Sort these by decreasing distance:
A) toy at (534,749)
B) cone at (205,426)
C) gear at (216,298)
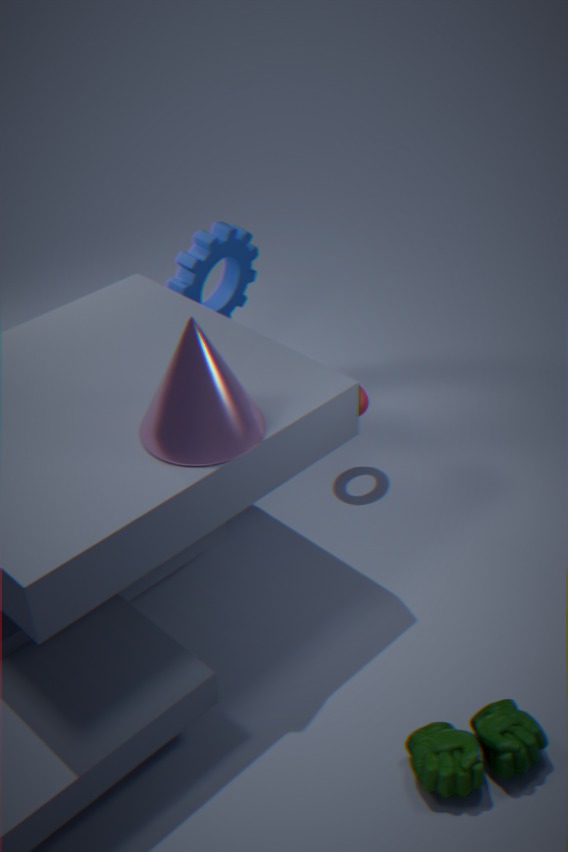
gear at (216,298), cone at (205,426), toy at (534,749)
